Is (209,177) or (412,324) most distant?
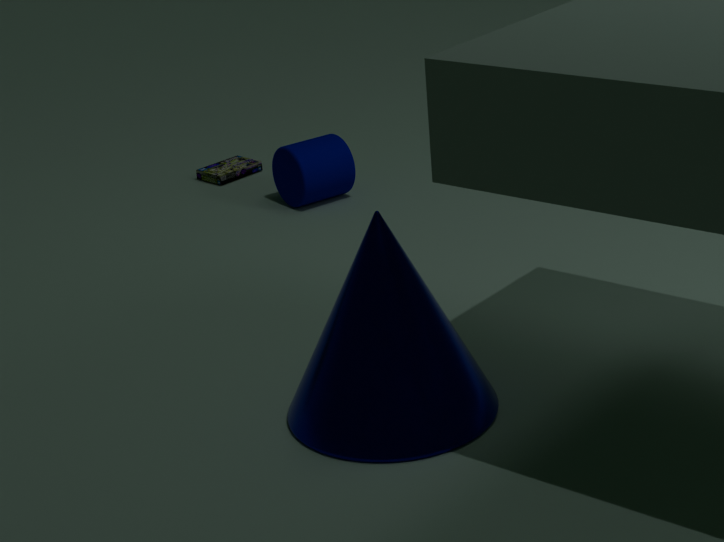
(209,177)
